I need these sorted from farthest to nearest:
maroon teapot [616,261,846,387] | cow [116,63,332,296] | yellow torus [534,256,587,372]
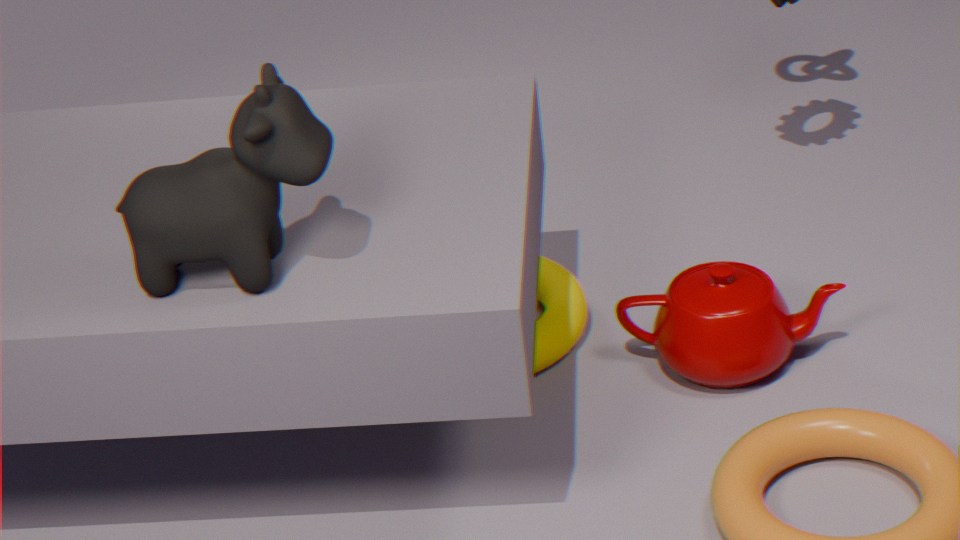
yellow torus [534,256,587,372], maroon teapot [616,261,846,387], cow [116,63,332,296]
